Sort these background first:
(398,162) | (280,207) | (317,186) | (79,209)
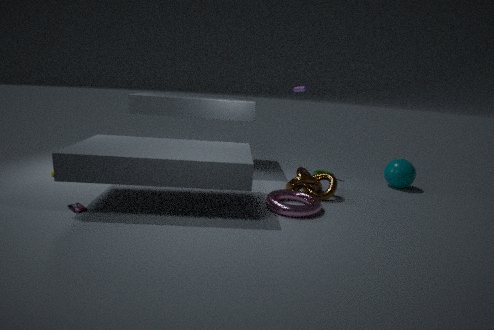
(398,162)
(317,186)
(280,207)
(79,209)
